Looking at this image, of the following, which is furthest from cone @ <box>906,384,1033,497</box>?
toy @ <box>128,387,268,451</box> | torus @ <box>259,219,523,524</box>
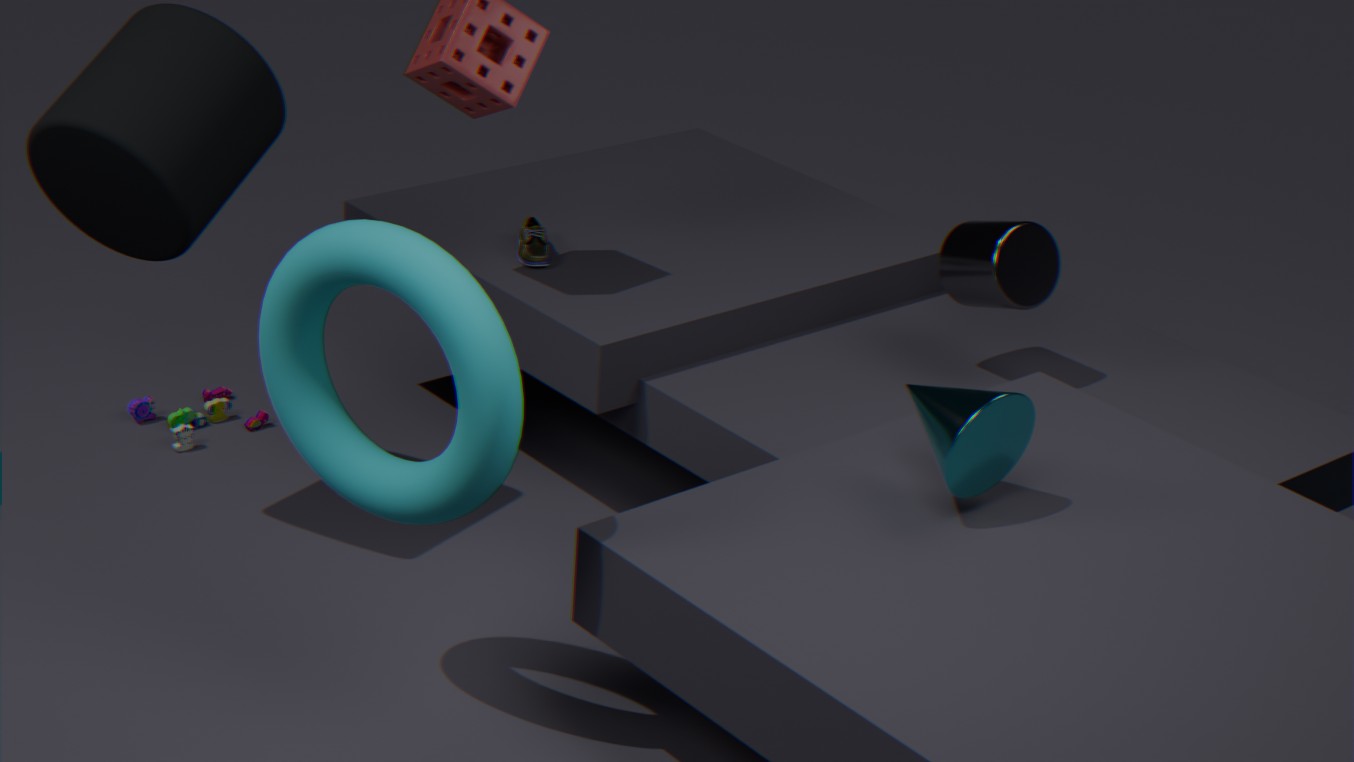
toy @ <box>128,387,268,451</box>
